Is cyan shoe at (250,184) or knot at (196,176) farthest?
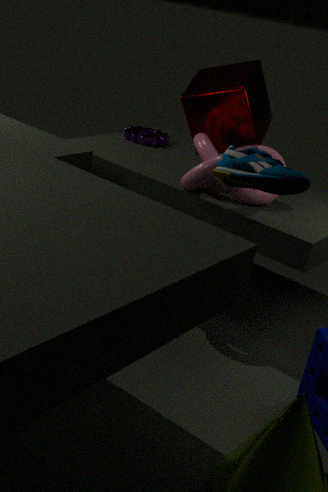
knot at (196,176)
